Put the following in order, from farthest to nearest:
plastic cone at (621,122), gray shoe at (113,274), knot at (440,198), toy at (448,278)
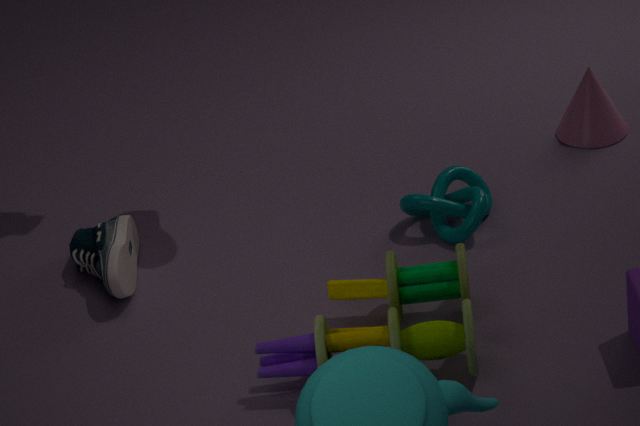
plastic cone at (621,122) < knot at (440,198) < gray shoe at (113,274) < toy at (448,278)
